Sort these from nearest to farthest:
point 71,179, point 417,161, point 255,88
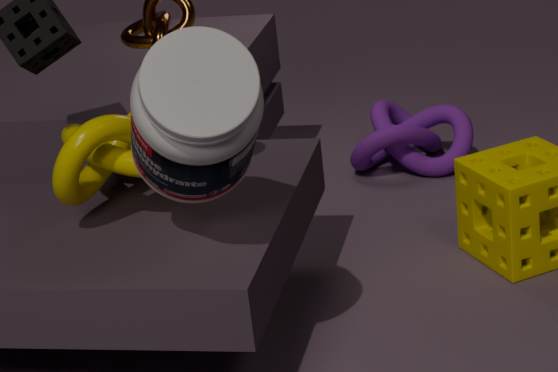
point 255,88, point 71,179, point 417,161
